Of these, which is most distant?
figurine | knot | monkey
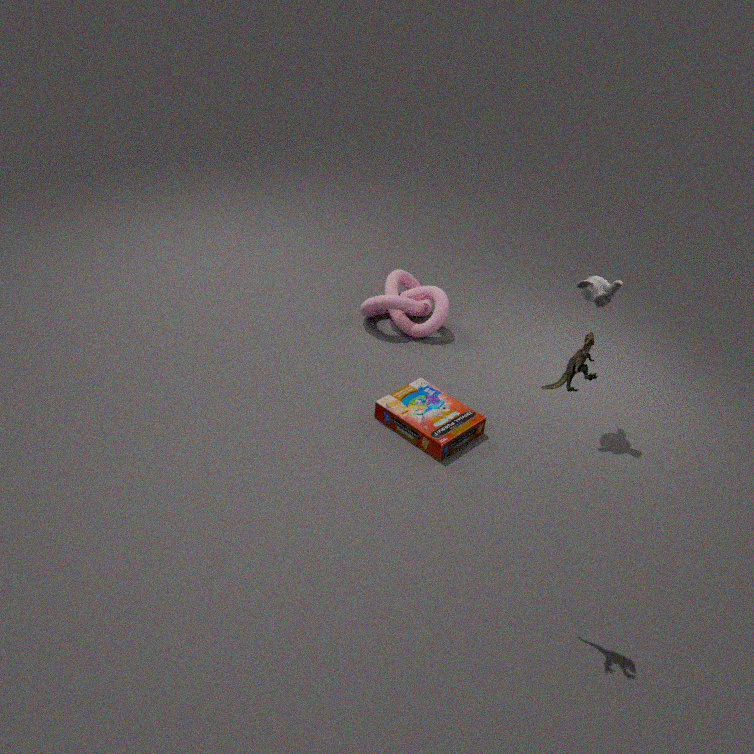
knot
